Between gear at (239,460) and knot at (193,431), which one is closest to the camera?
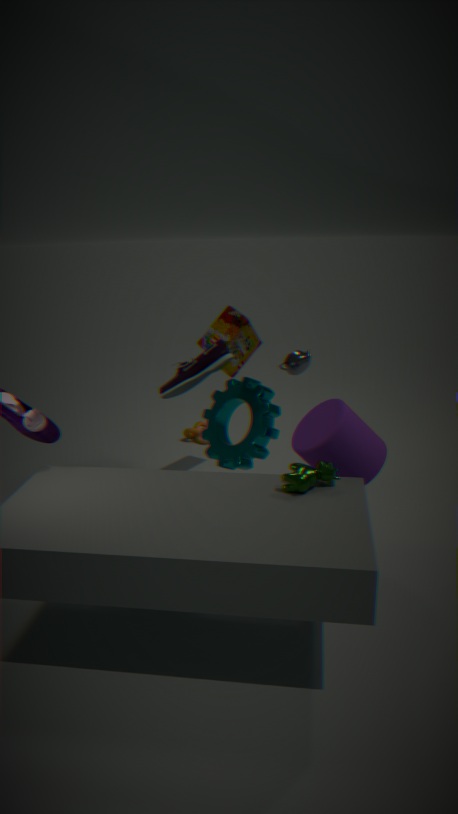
gear at (239,460)
